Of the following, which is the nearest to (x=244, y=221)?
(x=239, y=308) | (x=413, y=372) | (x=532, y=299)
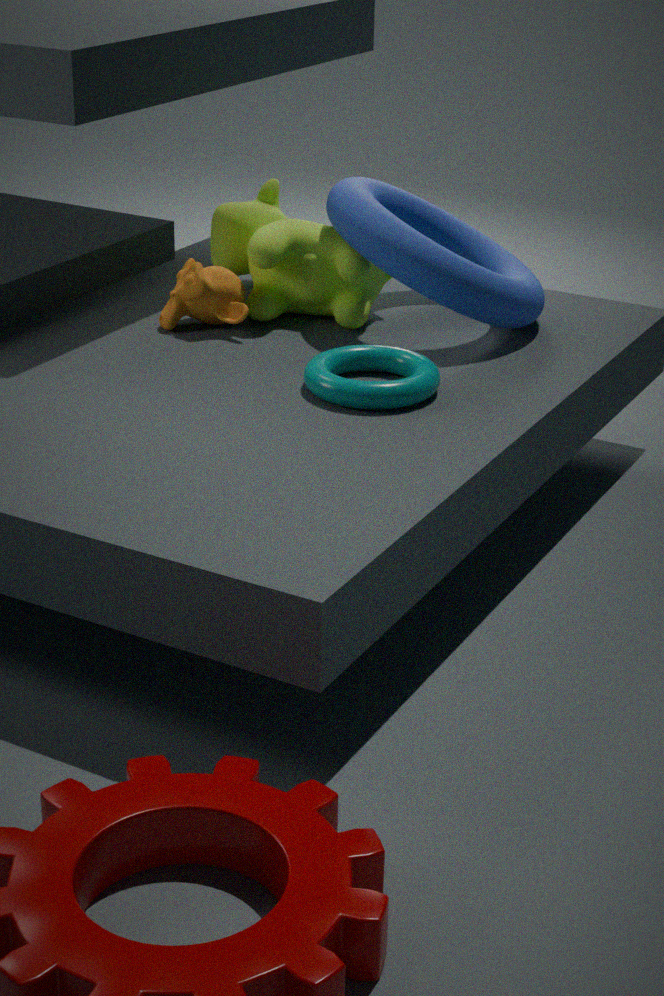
(x=239, y=308)
